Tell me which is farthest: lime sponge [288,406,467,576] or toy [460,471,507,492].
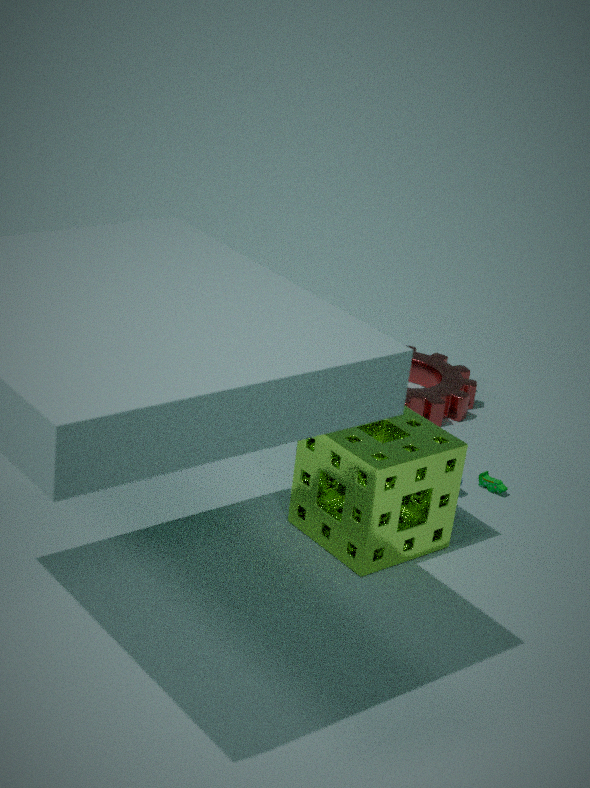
toy [460,471,507,492]
